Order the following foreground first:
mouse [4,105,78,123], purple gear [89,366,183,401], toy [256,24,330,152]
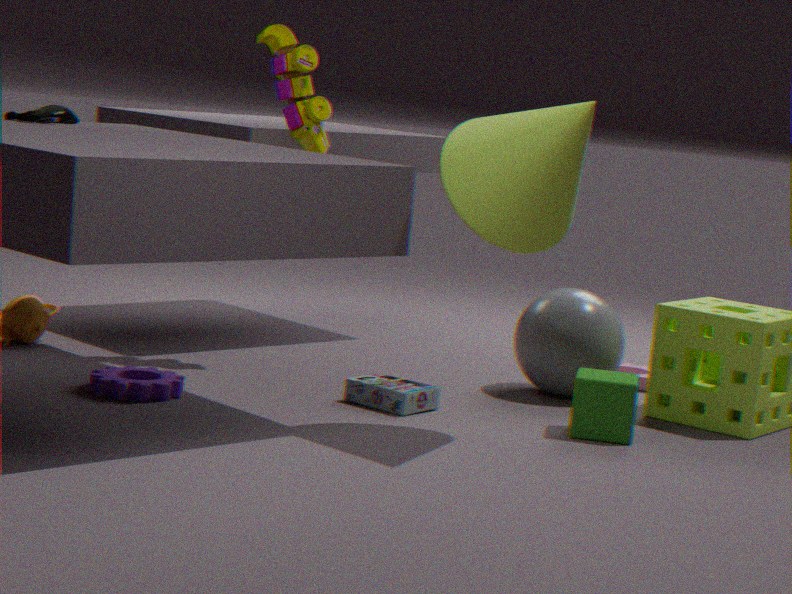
purple gear [89,366,183,401]
mouse [4,105,78,123]
toy [256,24,330,152]
